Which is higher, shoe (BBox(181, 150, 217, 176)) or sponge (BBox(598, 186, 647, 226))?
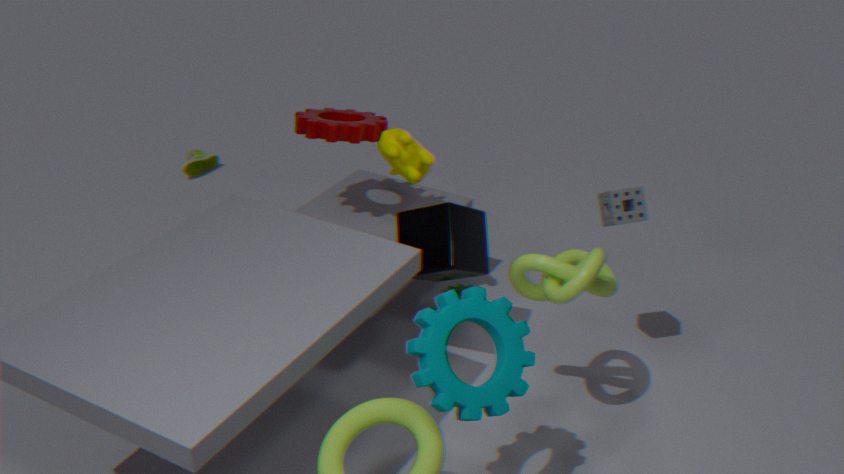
sponge (BBox(598, 186, 647, 226))
